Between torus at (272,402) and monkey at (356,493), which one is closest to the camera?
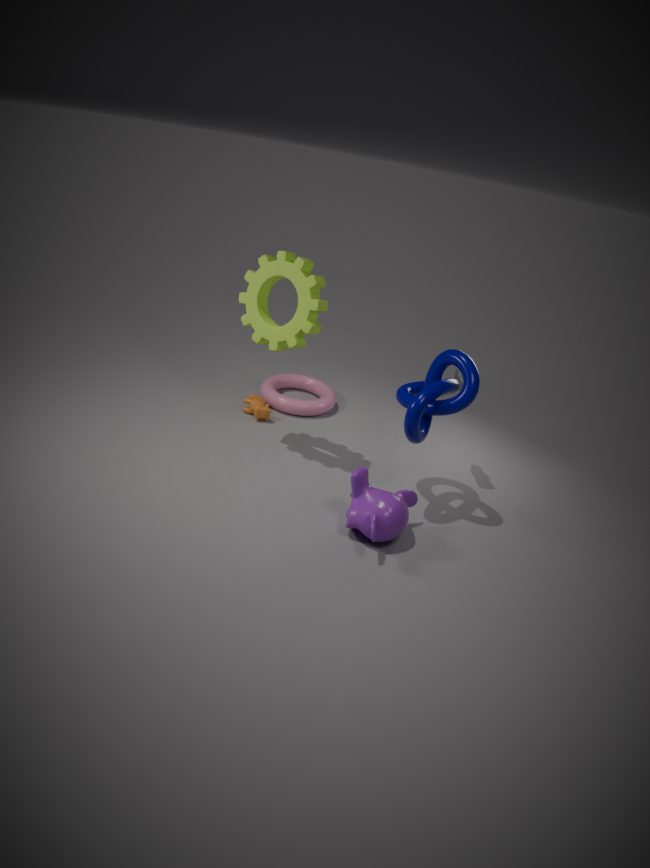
monkey at (356,493)
